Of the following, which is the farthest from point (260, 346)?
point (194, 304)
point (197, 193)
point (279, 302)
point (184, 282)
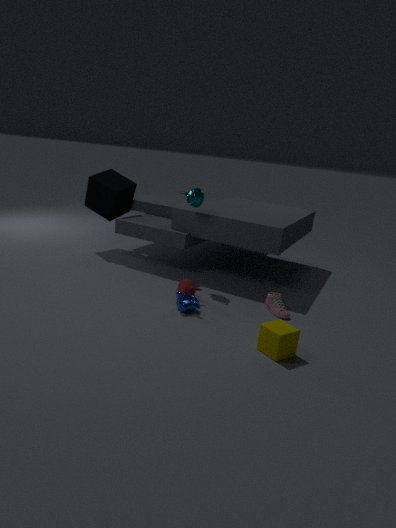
point (197, 193)
